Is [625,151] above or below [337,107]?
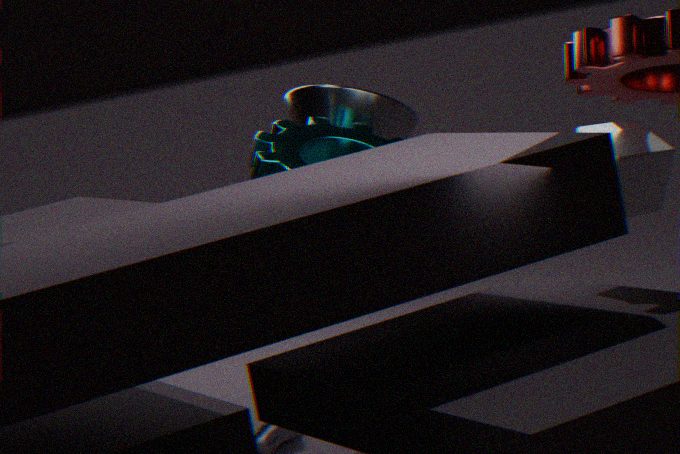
below
